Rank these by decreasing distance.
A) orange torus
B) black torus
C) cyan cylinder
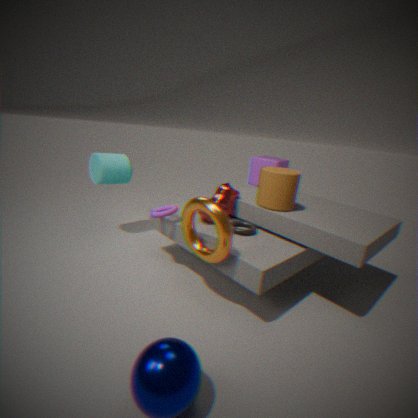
1. cyan cylinder
2. black torus
3. orange torus
